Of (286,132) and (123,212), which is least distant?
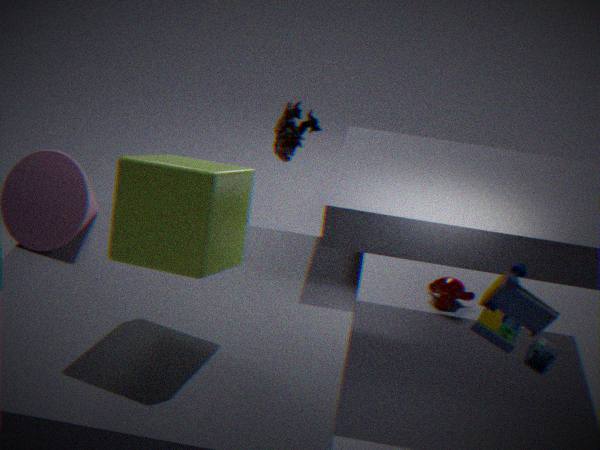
(123,212)
